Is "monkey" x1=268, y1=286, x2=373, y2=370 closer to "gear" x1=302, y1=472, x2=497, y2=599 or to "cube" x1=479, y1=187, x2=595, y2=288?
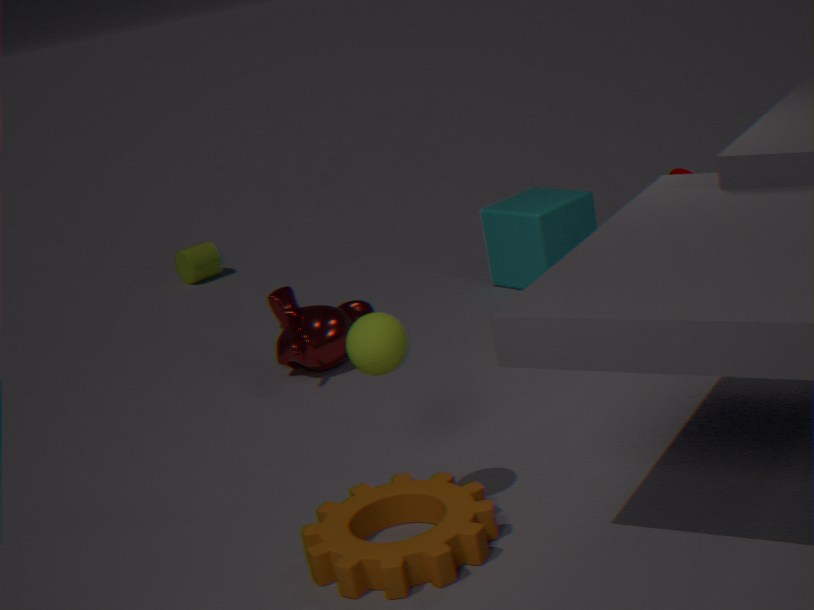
"cube" x1=479, y1=187, x2=595, y2=288
